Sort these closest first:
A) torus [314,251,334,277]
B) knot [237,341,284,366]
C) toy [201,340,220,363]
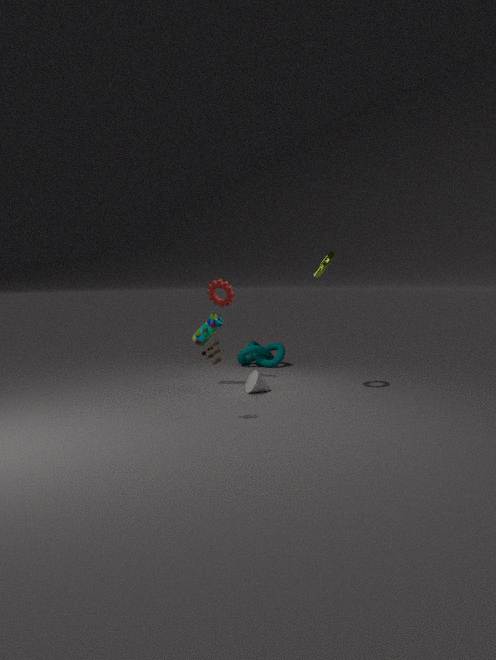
toy [201,340,220,363], torus [314,251,334,277], knot [237,341,284,366]
